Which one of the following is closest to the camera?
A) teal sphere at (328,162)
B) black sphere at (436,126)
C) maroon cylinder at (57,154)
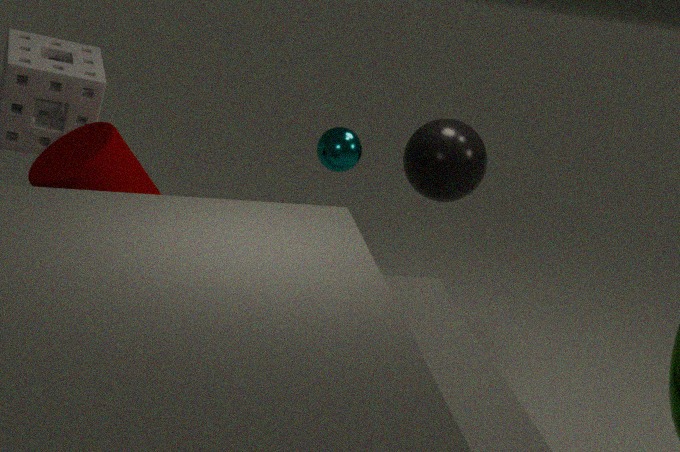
maroon cylinder at (57,154)
